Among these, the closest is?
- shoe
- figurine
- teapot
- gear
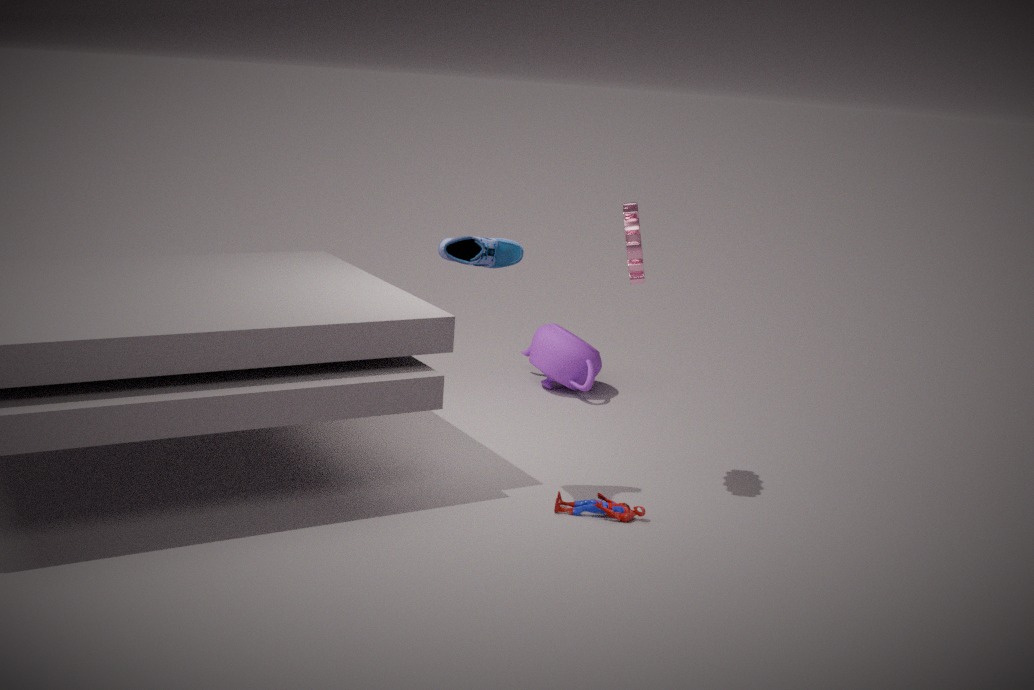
shoe
